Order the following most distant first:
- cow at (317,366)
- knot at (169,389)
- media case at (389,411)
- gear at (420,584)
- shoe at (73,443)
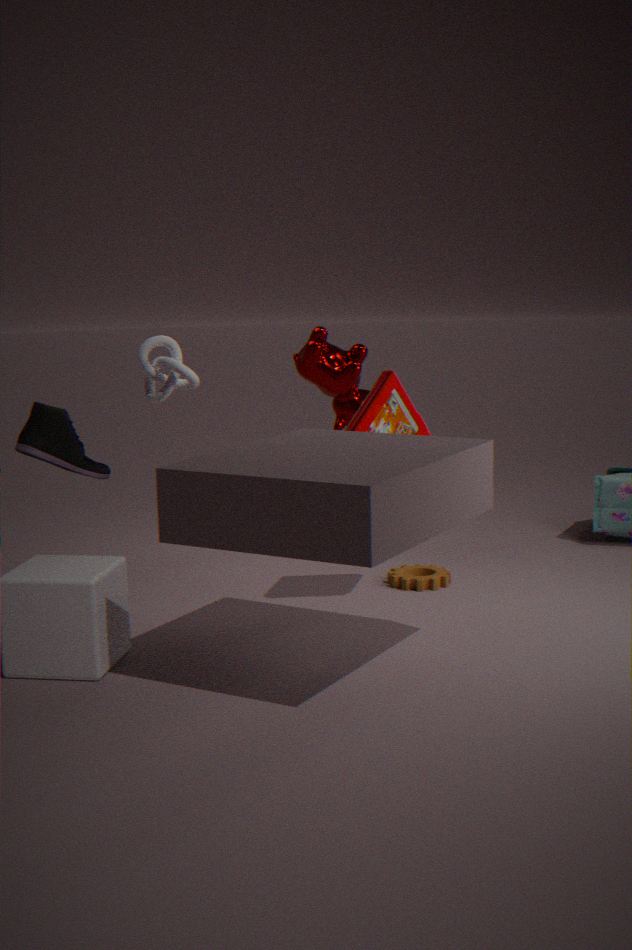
cow at (317,366) < gear at (420,584) < knot at (169,389) < media case at (389,411) < shoe at (73,443)
